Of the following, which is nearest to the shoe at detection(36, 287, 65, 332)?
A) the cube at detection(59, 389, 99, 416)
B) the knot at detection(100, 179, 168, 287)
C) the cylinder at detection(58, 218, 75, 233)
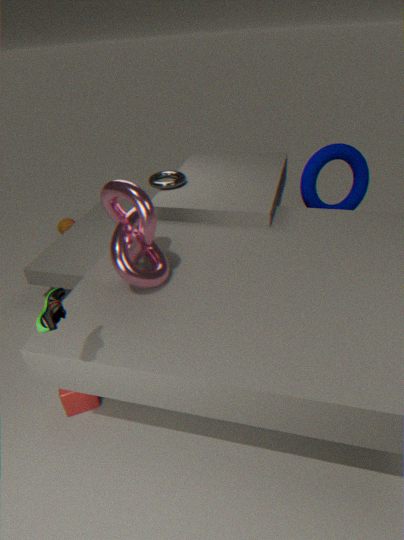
the knot at detection(100, 179, 168, 287)
